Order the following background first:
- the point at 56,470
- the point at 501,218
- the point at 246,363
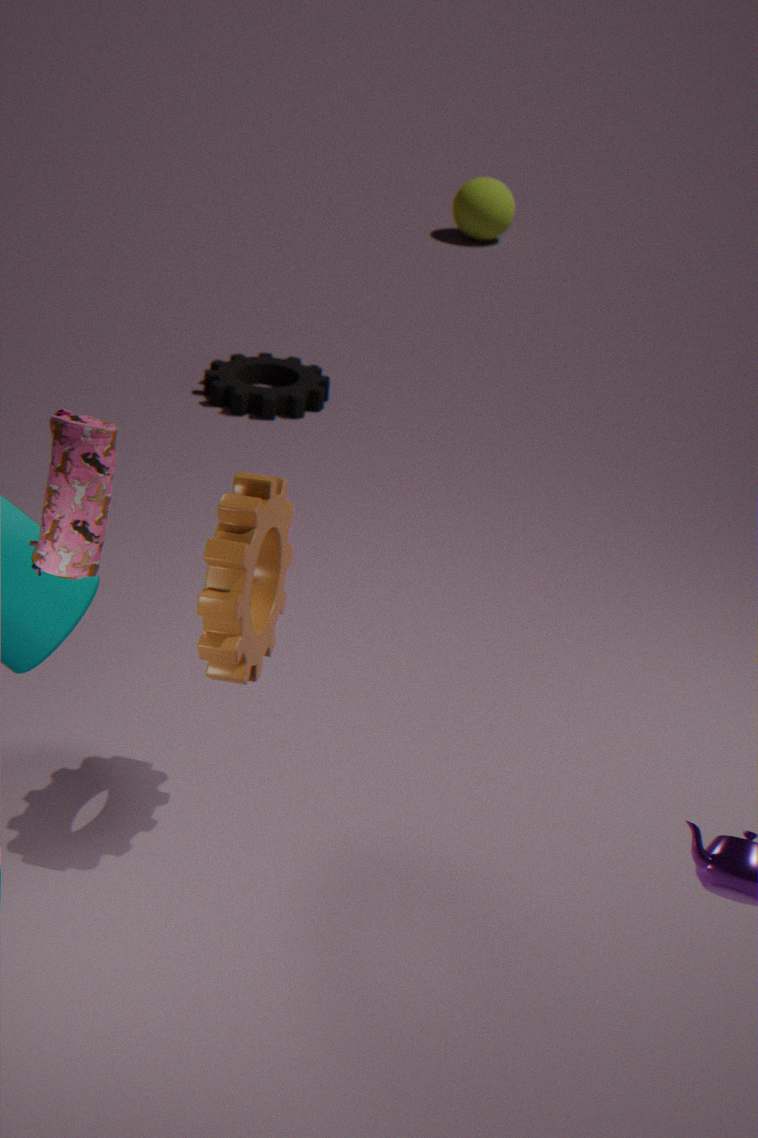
the point at 501,218
the point at 246,363
the point at 56,470
